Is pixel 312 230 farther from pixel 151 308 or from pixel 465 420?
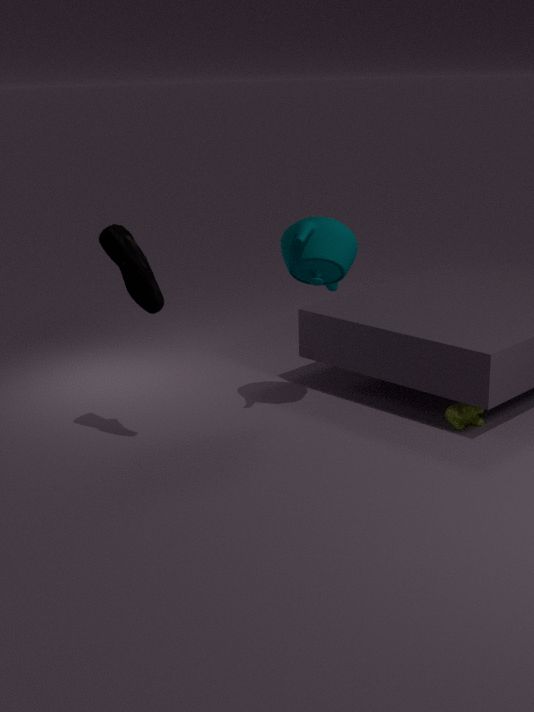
pixel 465 420
